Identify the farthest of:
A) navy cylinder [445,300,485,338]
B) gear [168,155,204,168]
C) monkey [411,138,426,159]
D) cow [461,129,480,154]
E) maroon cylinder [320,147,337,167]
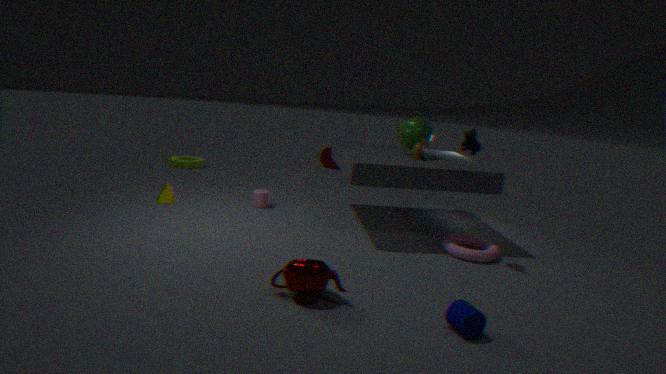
maroon cylinder [320,147,337,167]
